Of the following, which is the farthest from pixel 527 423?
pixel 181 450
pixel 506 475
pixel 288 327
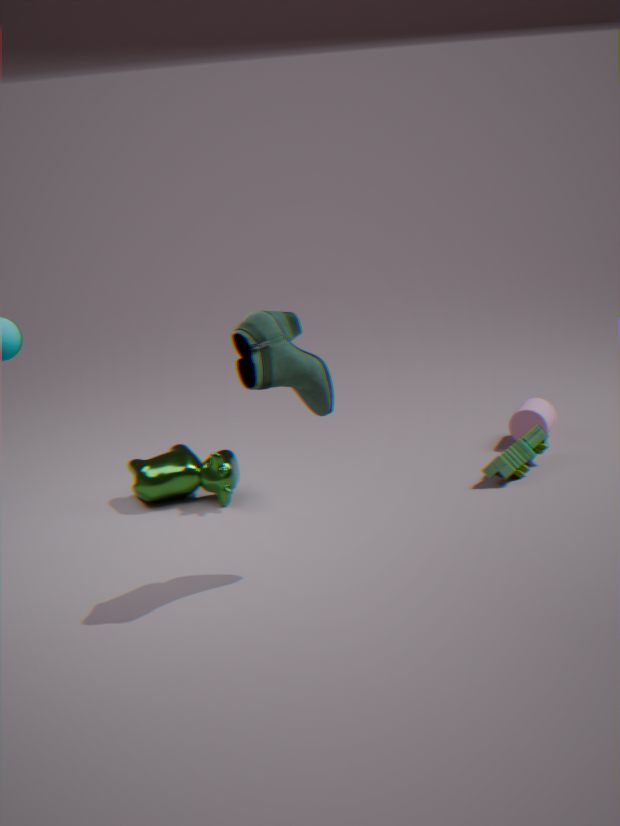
pixel 288 327
